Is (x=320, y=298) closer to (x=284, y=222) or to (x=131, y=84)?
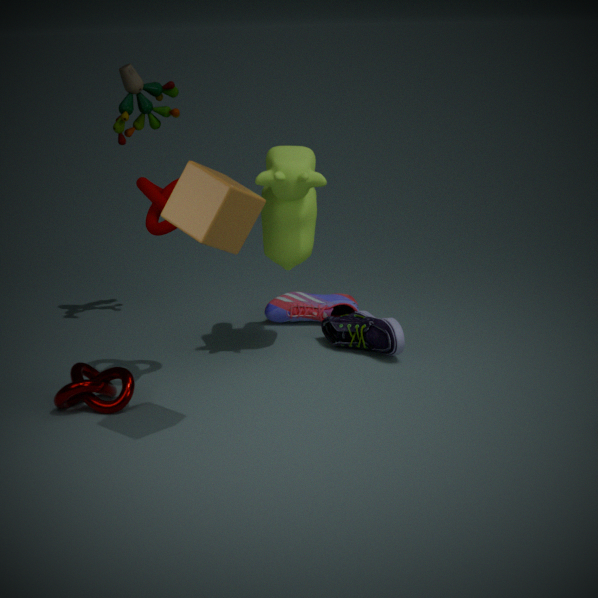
(x=284, y=222)
